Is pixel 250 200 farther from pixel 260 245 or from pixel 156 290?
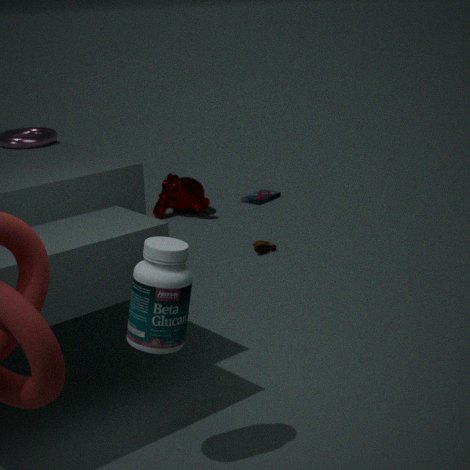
pixel 156 290
